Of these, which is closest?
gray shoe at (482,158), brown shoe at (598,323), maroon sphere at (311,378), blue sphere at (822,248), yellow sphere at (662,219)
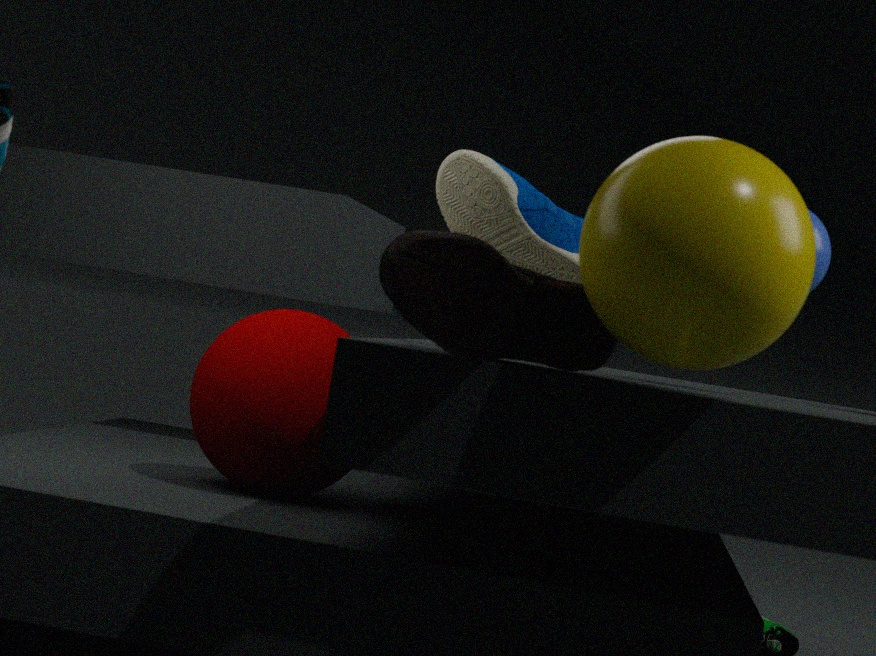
yellow sphere at (662,219)
